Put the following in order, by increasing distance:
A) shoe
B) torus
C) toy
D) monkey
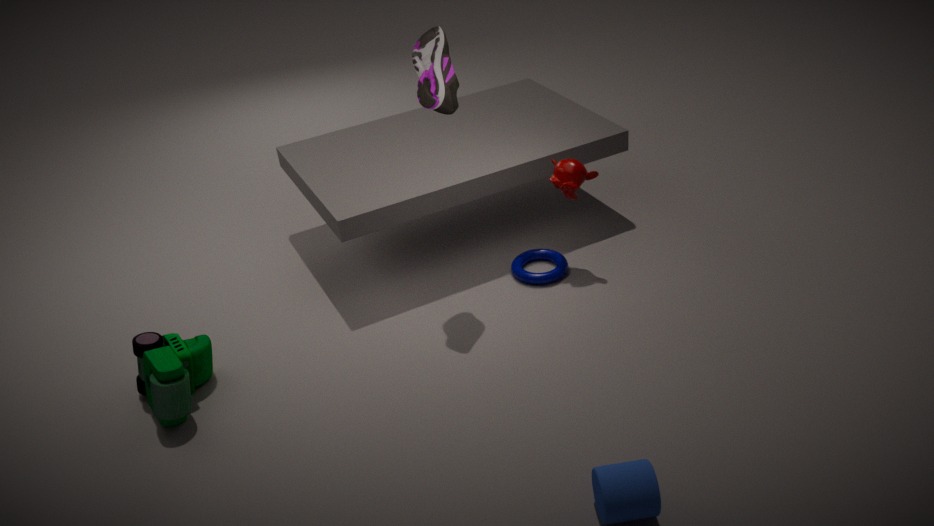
1. toy
2. shoe
3. monkey
4. torus
